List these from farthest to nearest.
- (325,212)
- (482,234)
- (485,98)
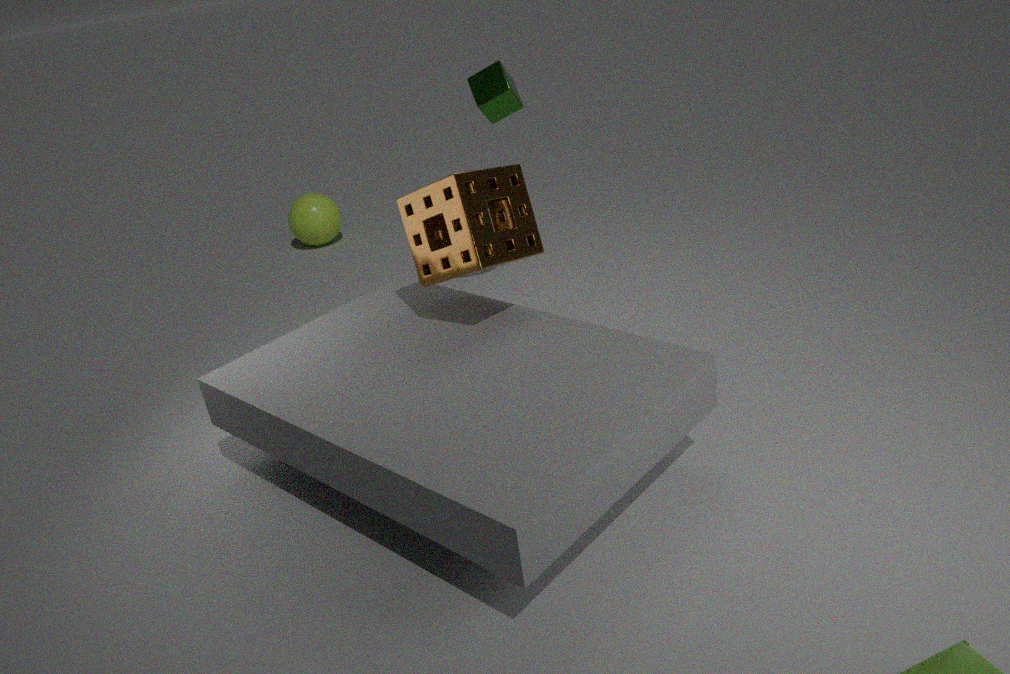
1. (325,212)
2. (485,98)
3. (482,234)
